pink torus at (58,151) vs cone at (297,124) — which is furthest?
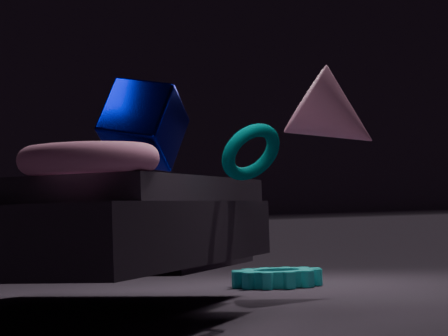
cone at (297,124)
